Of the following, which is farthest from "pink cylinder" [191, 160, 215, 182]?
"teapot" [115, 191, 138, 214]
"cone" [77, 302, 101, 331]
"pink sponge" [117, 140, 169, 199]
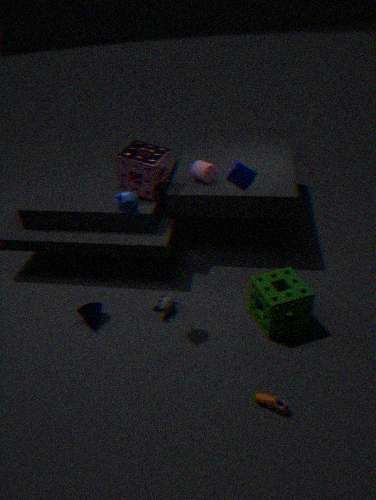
"cone" [77, 302, 101, 331]
